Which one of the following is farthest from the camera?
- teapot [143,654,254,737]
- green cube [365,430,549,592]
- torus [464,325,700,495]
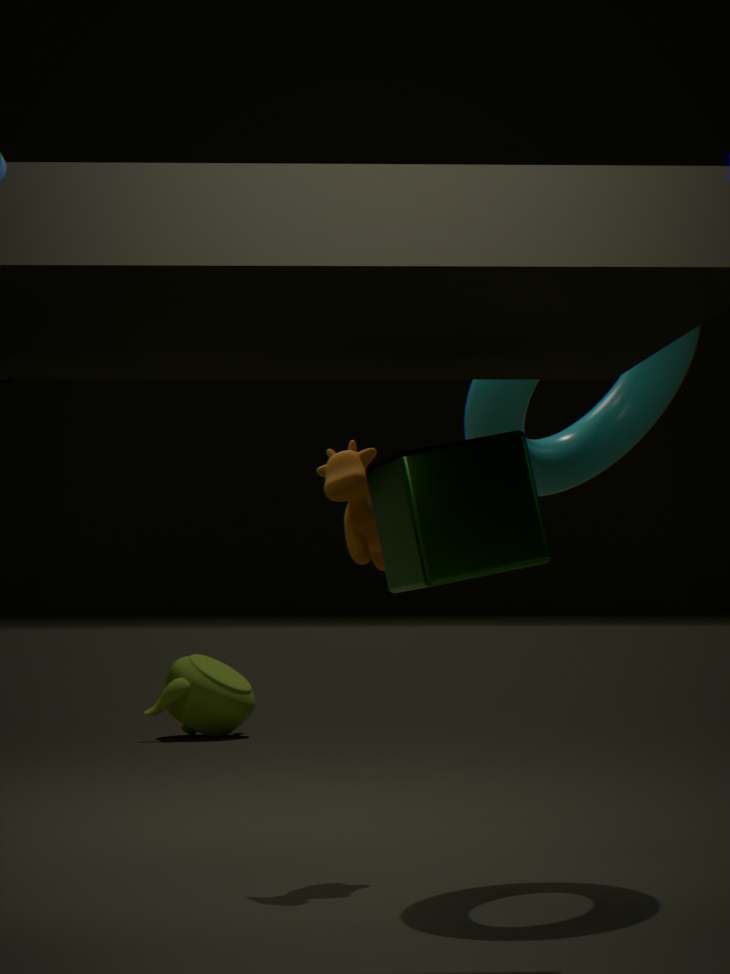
teapot [143,654,254,737]
